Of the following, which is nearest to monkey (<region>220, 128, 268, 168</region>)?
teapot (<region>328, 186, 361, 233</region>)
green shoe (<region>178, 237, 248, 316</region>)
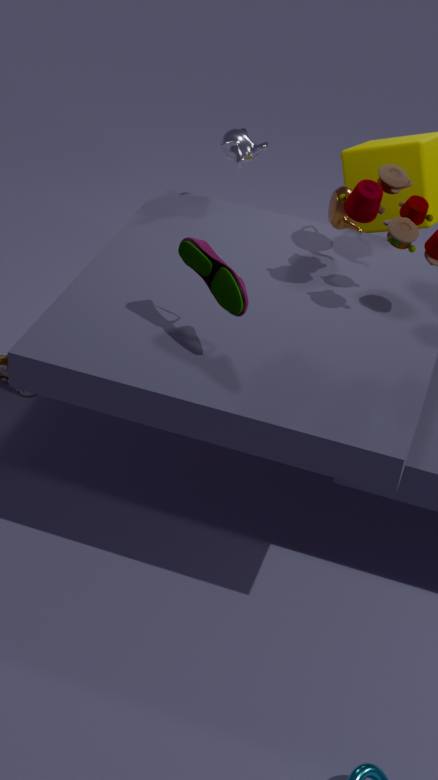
teapot (<region>328, 186, 361, 233</region>)
